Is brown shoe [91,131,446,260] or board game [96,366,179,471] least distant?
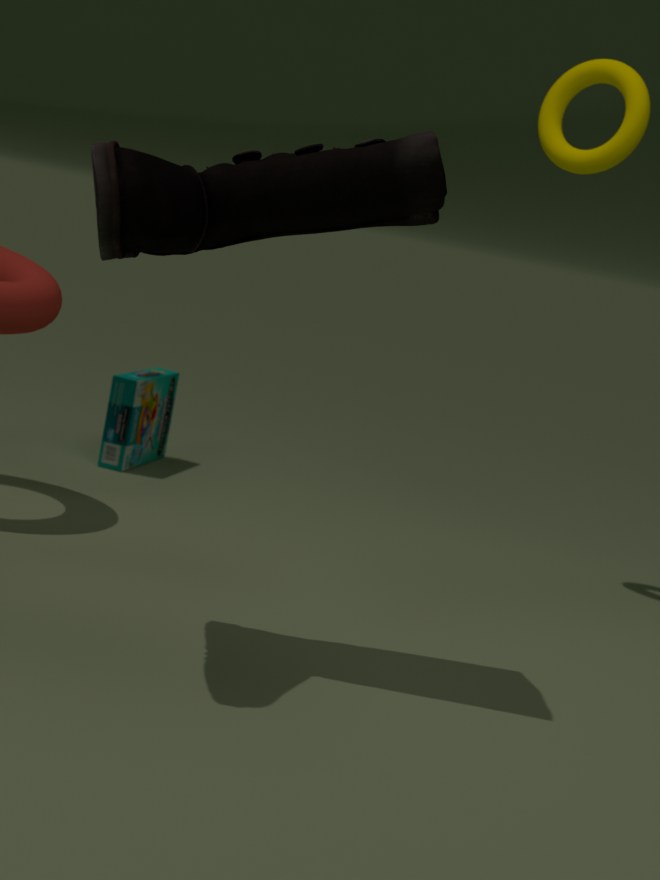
brown shoe [91,131,446,260]
